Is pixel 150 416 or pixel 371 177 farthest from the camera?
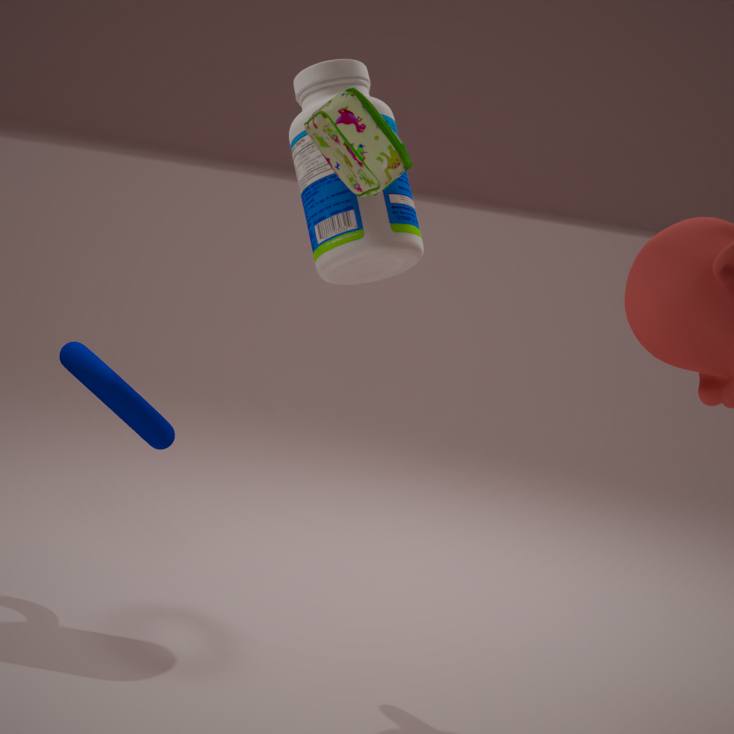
pixel 150 416
